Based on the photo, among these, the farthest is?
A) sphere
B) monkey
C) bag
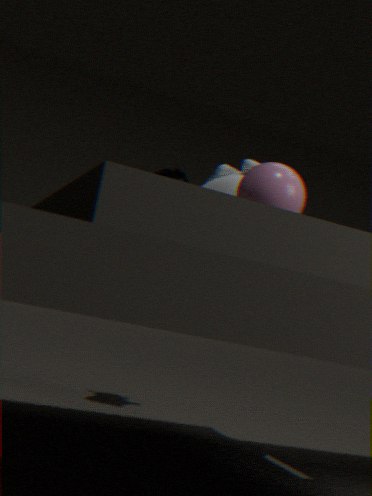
monkey
